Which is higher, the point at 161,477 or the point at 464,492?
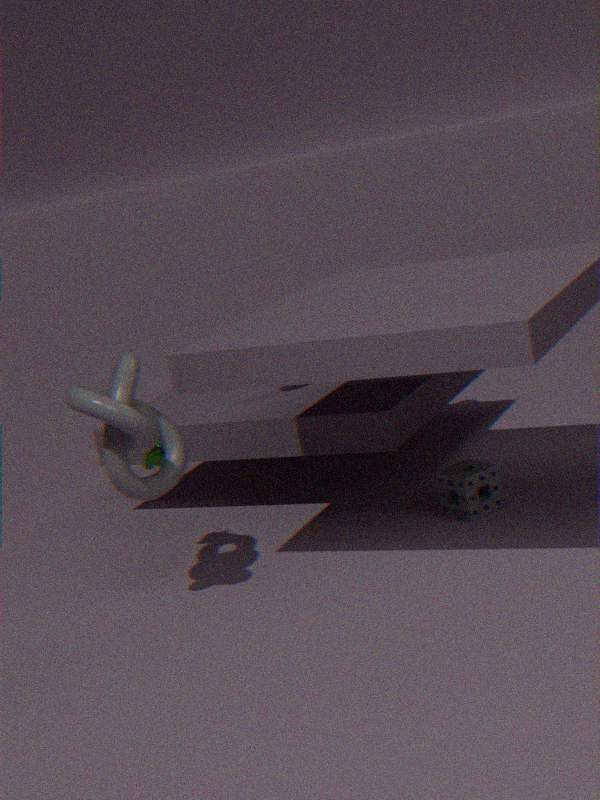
the point at 161,477
